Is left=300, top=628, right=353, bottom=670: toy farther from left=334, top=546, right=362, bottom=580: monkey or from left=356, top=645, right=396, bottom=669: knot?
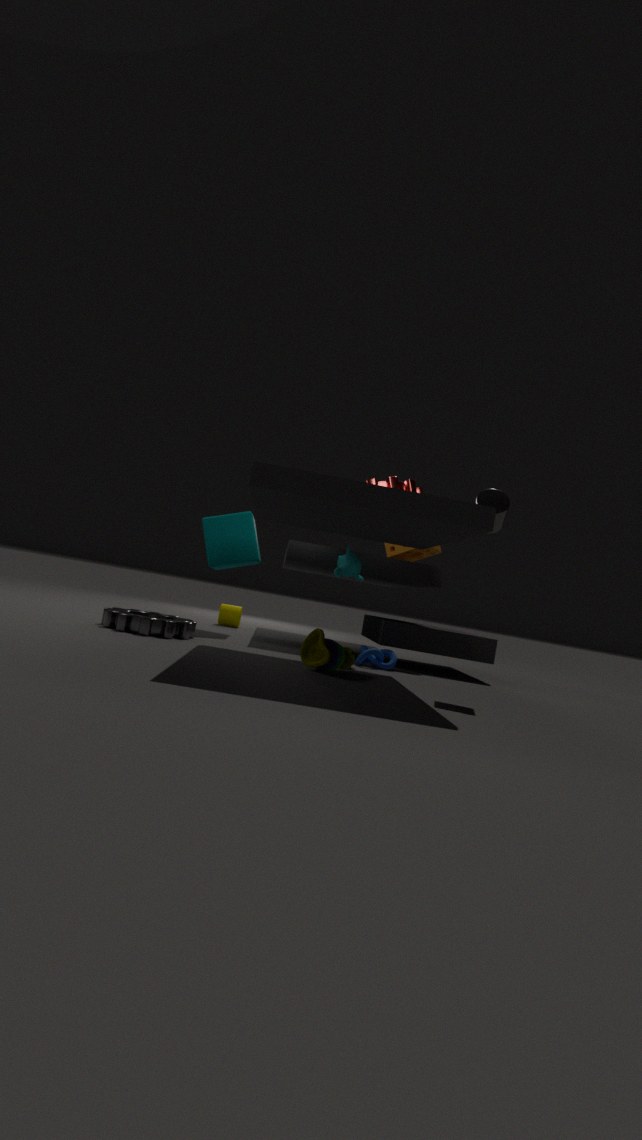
left=334, top=546, right=362, bottom=580: monkey
